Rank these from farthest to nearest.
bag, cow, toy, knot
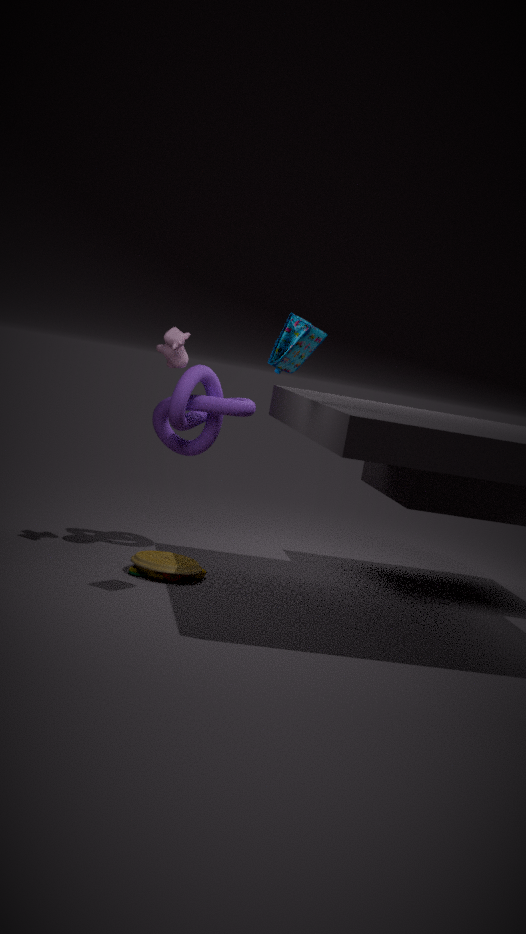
1. knot
2. cow
3. toy
4. bag
